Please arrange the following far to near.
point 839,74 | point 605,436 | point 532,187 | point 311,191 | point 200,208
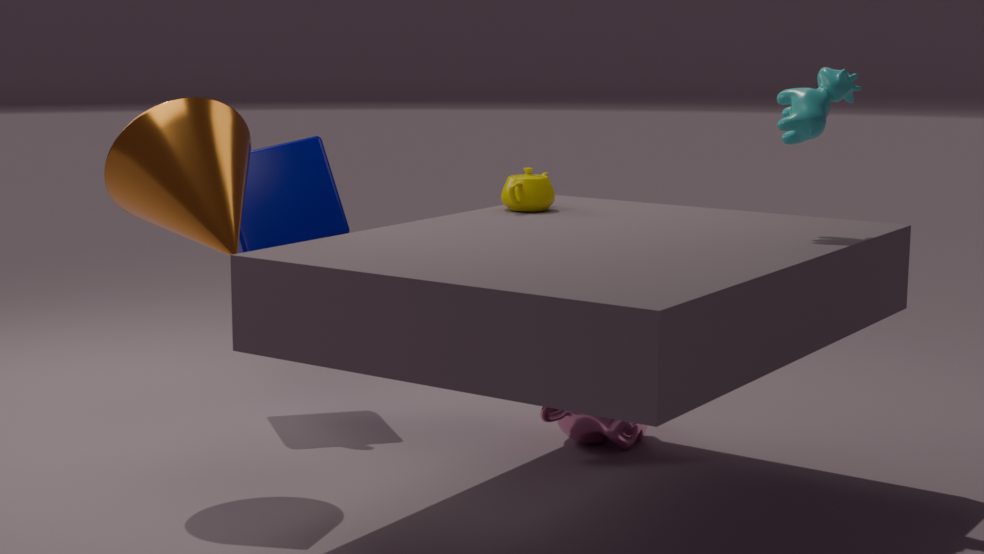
point 311,191 → point 605,436 → point 532,187 → point 839,74 → point 200,208
